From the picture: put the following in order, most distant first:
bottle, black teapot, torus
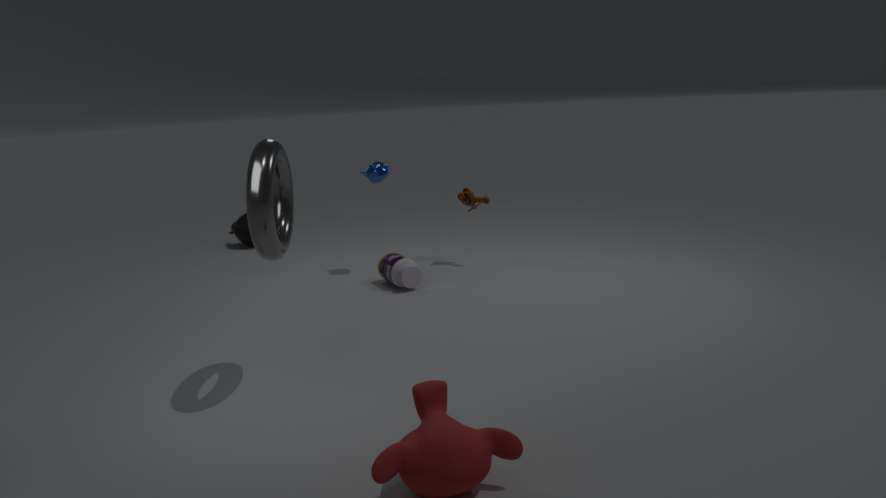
1. black teapot
2. bottle
3. torus
